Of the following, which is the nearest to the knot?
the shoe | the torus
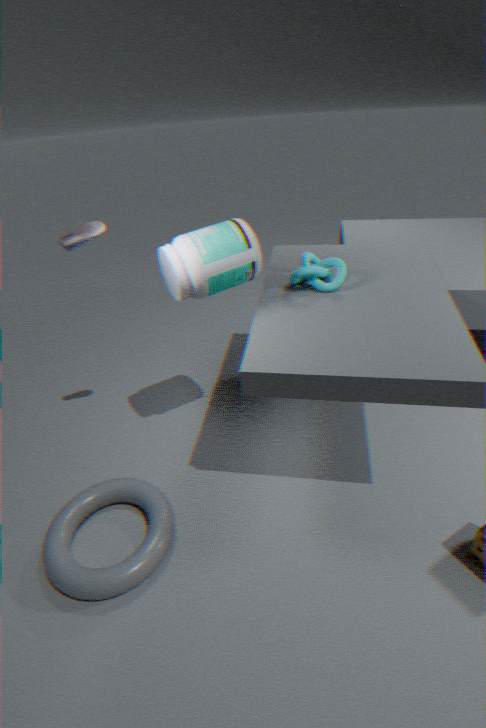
the shoe
